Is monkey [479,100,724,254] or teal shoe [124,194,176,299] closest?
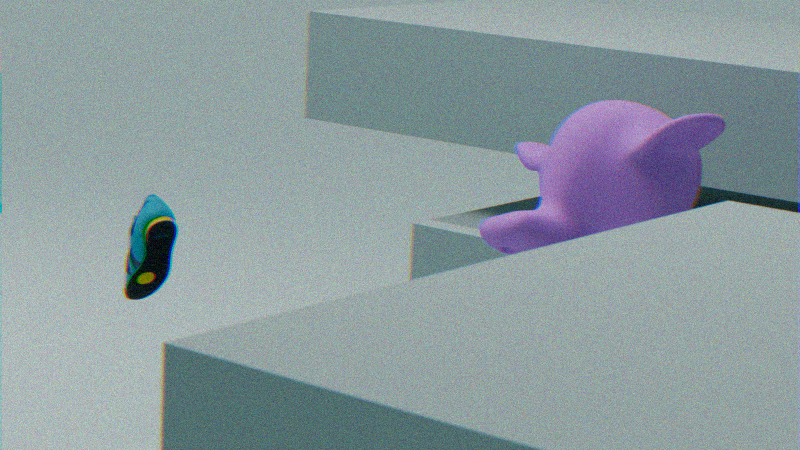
monkey [479,100,724,254]
